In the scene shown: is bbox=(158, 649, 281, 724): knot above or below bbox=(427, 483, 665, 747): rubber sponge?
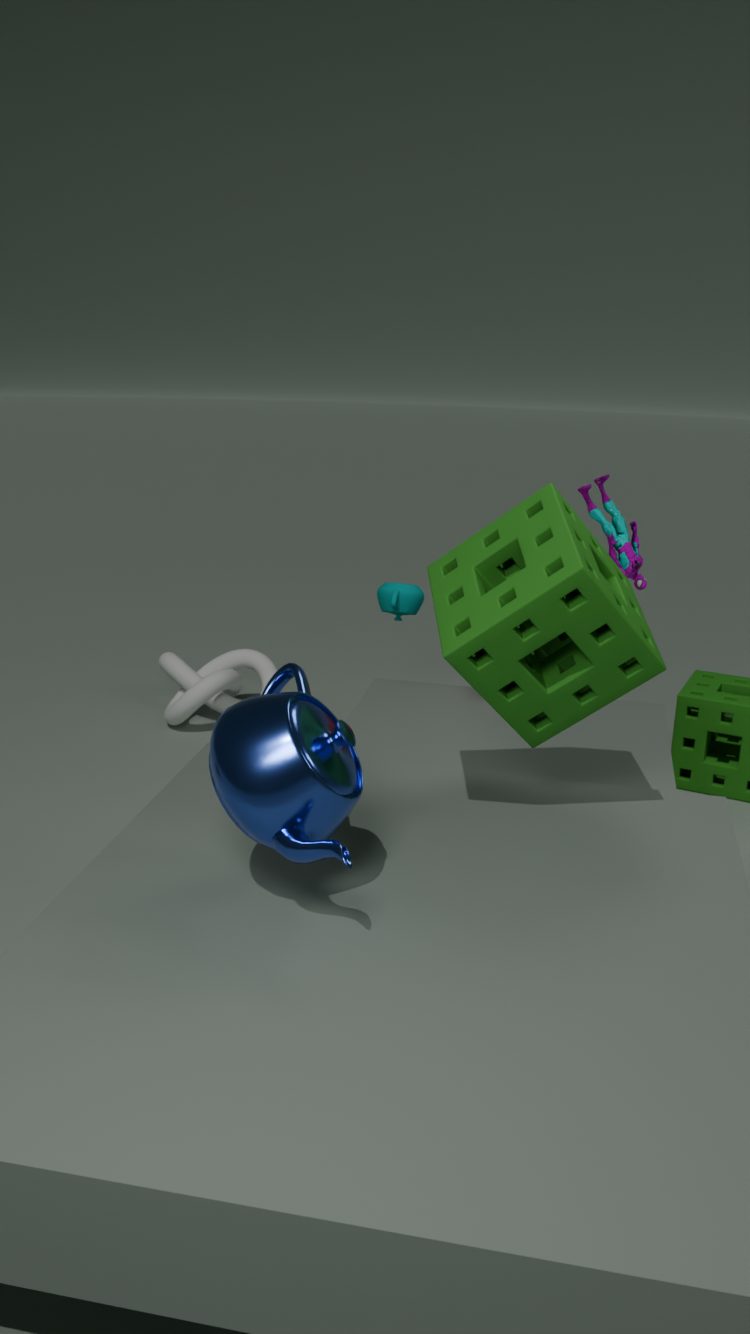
below
